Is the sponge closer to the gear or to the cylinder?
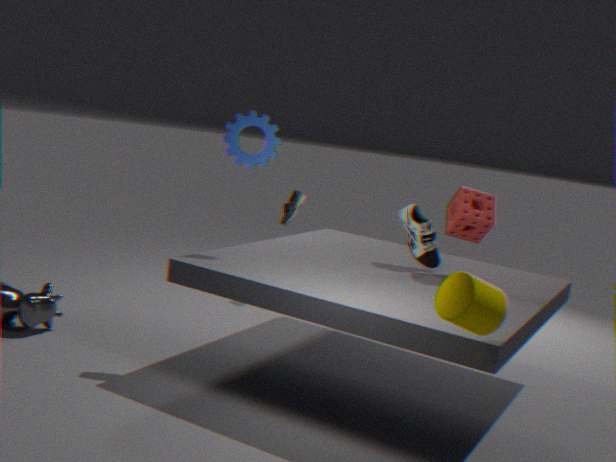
the cylinder
